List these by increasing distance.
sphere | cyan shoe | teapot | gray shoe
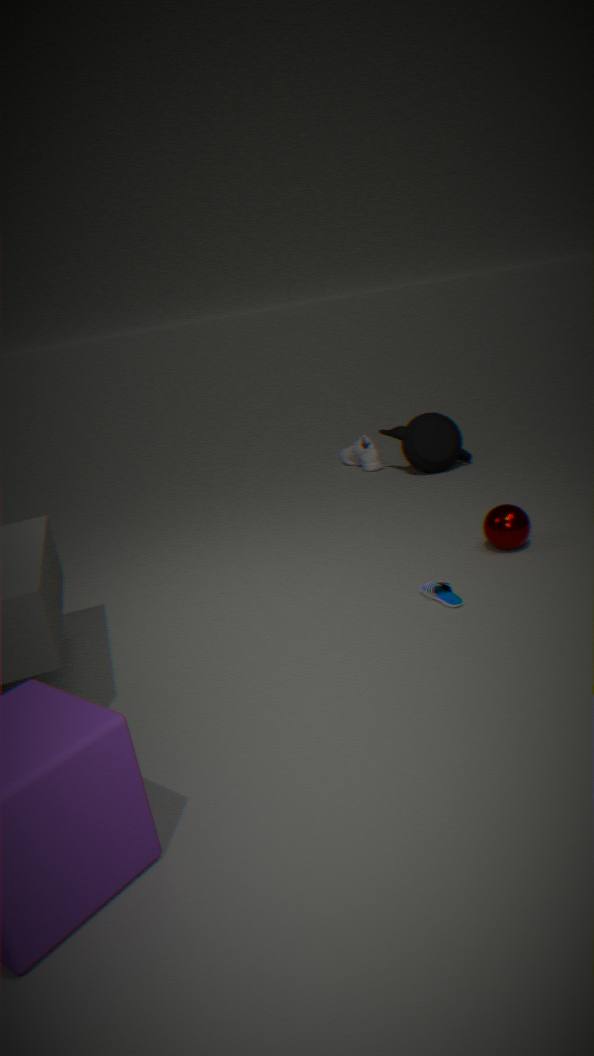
cyan shoe → sphere → teapot → gray shoe
